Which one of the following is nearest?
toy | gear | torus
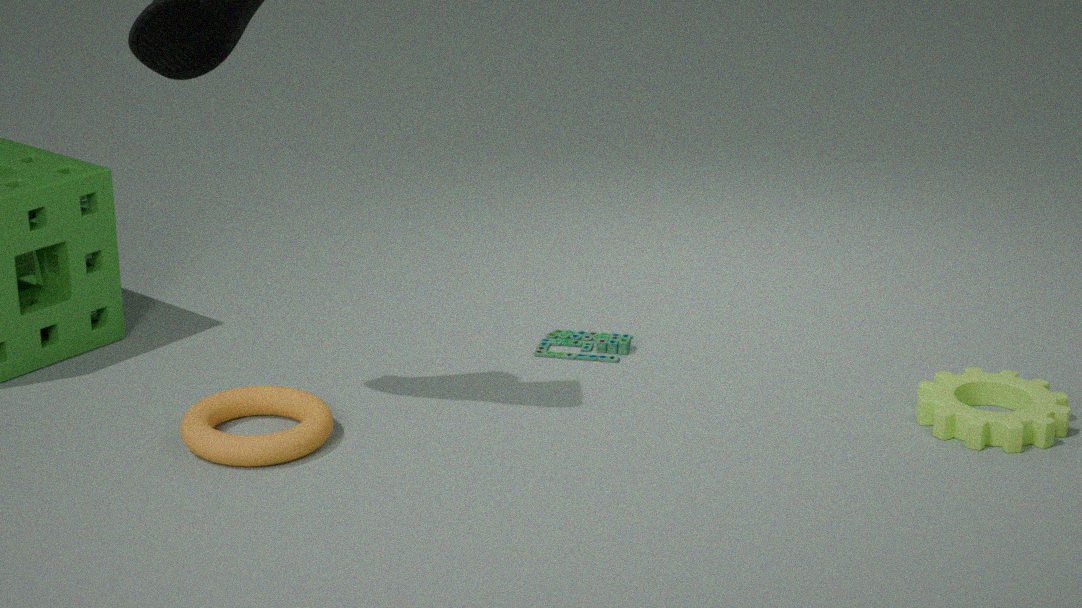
torus
